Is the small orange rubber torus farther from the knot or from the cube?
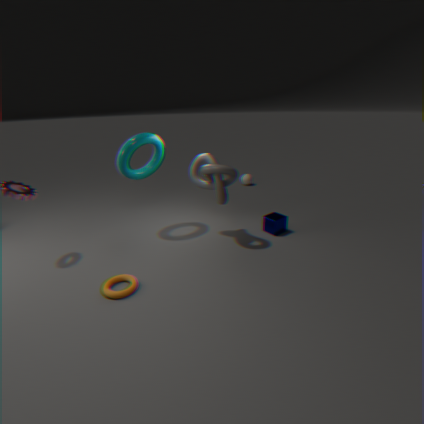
the cube
